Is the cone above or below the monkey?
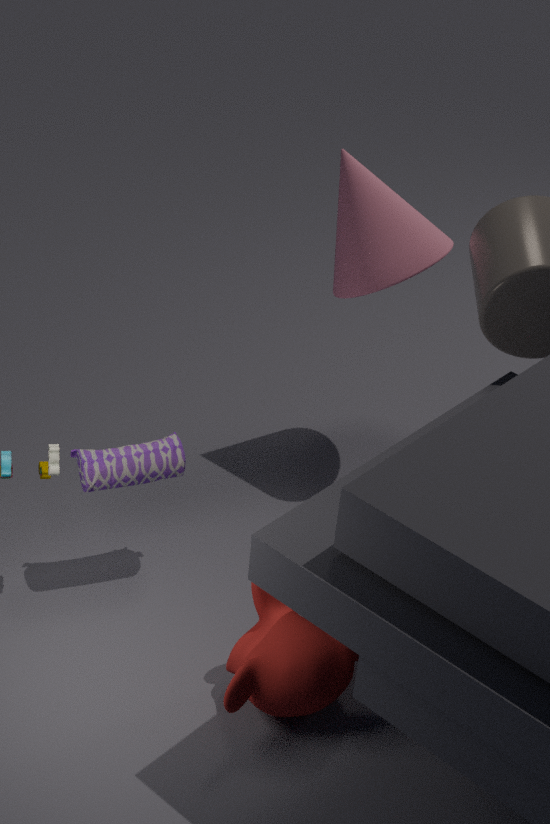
above
